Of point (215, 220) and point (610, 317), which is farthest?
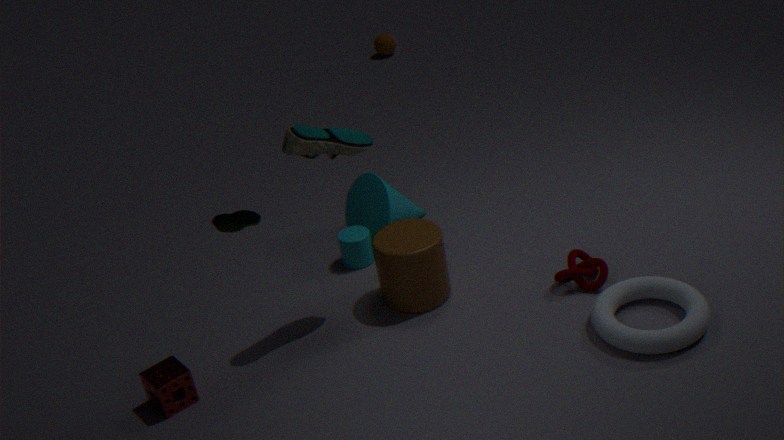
point (610, 317)
